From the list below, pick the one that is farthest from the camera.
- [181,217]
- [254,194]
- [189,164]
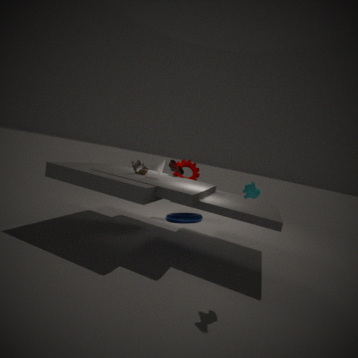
[189,164]
